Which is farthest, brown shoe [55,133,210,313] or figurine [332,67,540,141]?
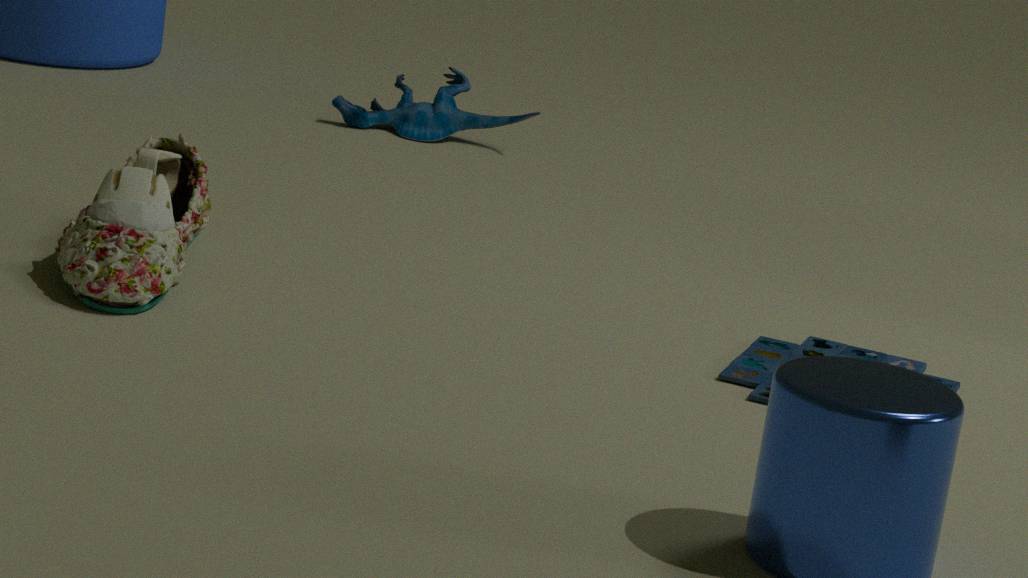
figurine [332,67,540,141]
